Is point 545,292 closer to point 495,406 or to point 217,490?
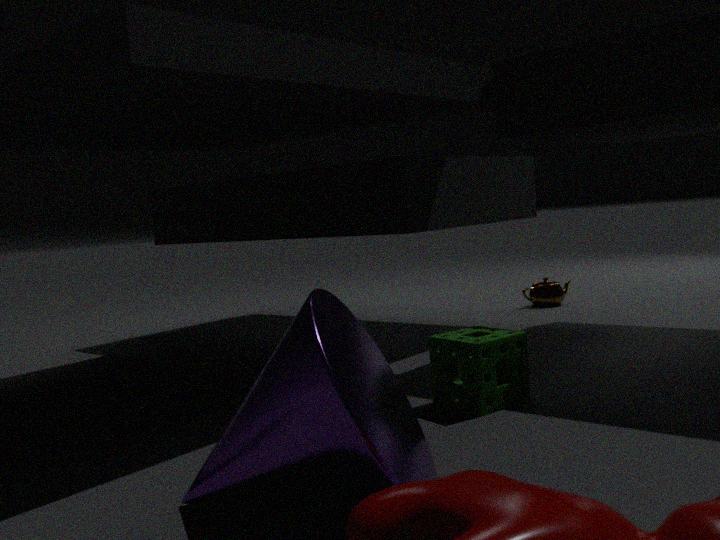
point 495,406
